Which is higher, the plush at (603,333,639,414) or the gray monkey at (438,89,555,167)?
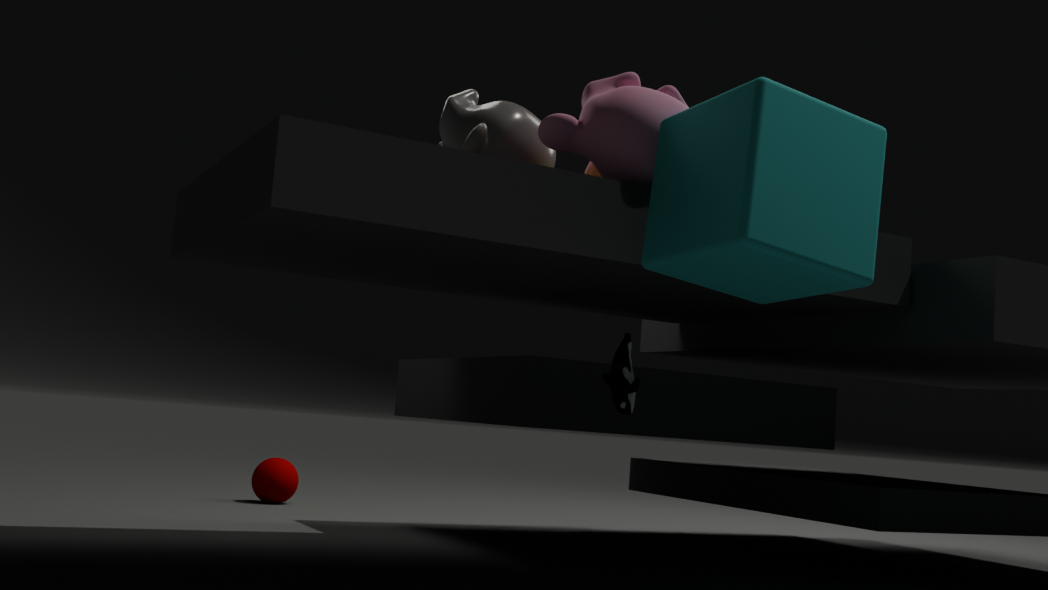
the gray monkey at (438,89,555,167)
